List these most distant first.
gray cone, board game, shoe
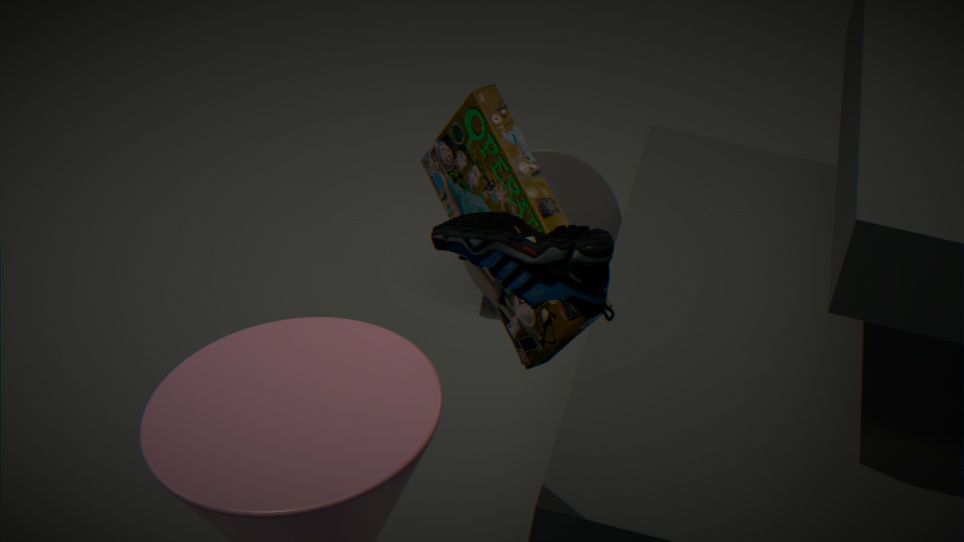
gray cone, board game, shoe
